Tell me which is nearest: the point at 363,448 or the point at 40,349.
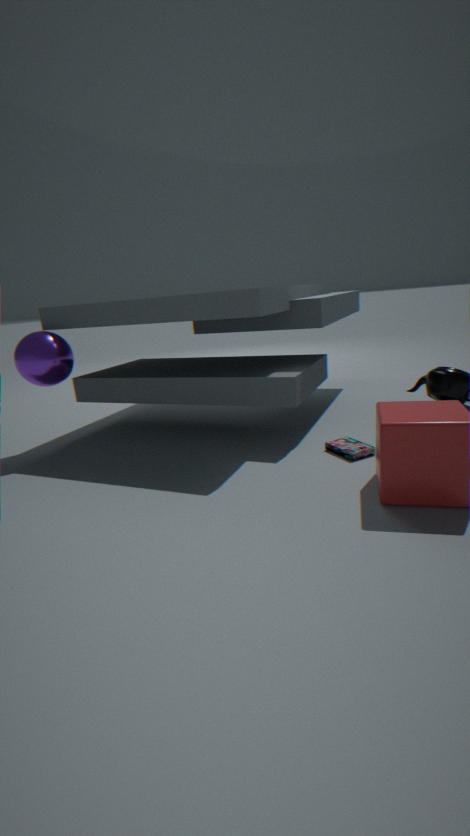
the point at 363,448
